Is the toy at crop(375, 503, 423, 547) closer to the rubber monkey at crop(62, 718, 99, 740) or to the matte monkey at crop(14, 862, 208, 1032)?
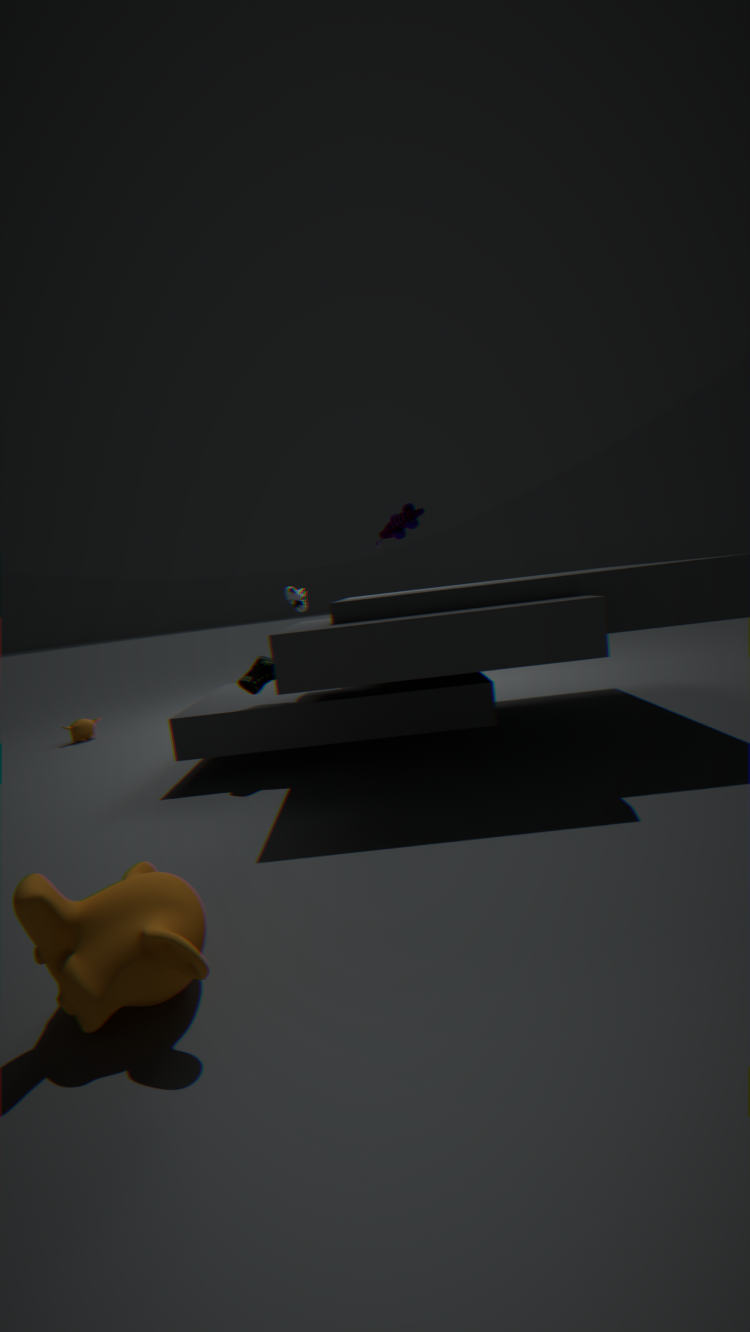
the matte monkey at crop(14, 862, 208, 1032)
